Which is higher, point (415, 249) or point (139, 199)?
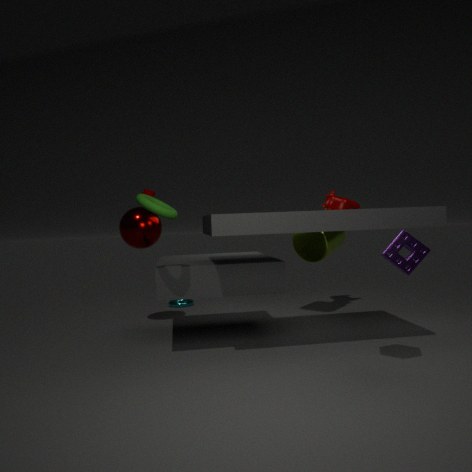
point (139, 199)
